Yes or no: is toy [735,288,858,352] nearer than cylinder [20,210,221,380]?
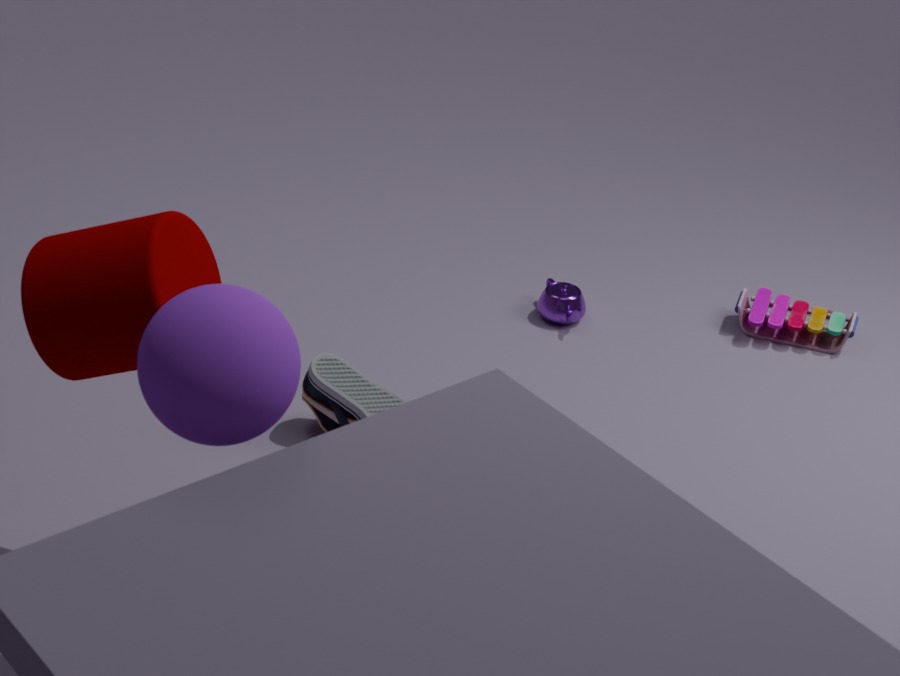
No
